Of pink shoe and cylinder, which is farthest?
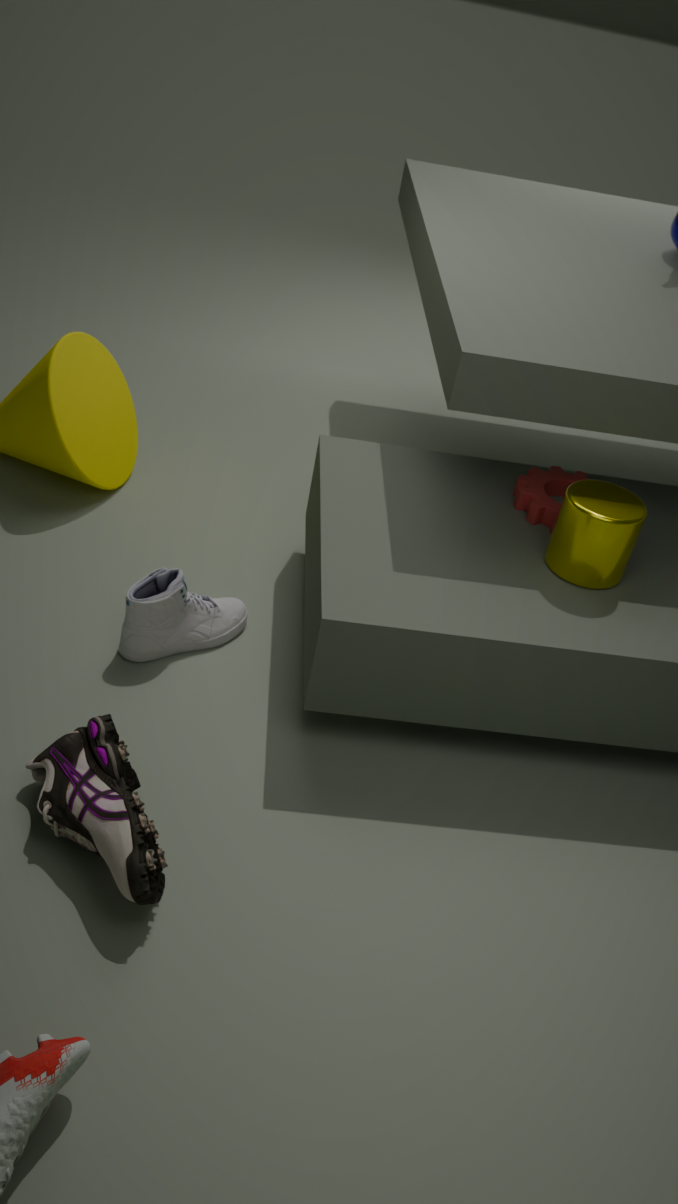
cylinder
